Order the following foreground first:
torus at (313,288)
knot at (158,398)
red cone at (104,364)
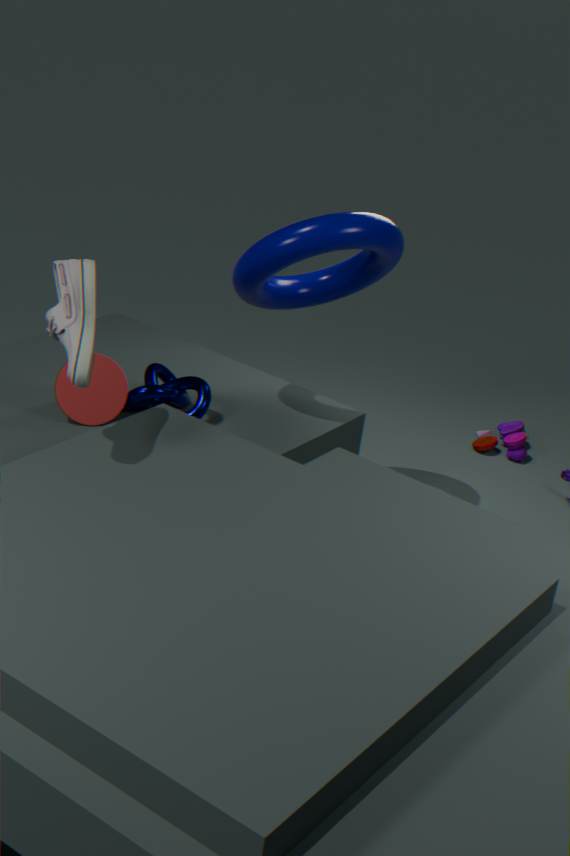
1. torus at (313,288)
2. red cone at (104,364)
3. knot at (158,398)
